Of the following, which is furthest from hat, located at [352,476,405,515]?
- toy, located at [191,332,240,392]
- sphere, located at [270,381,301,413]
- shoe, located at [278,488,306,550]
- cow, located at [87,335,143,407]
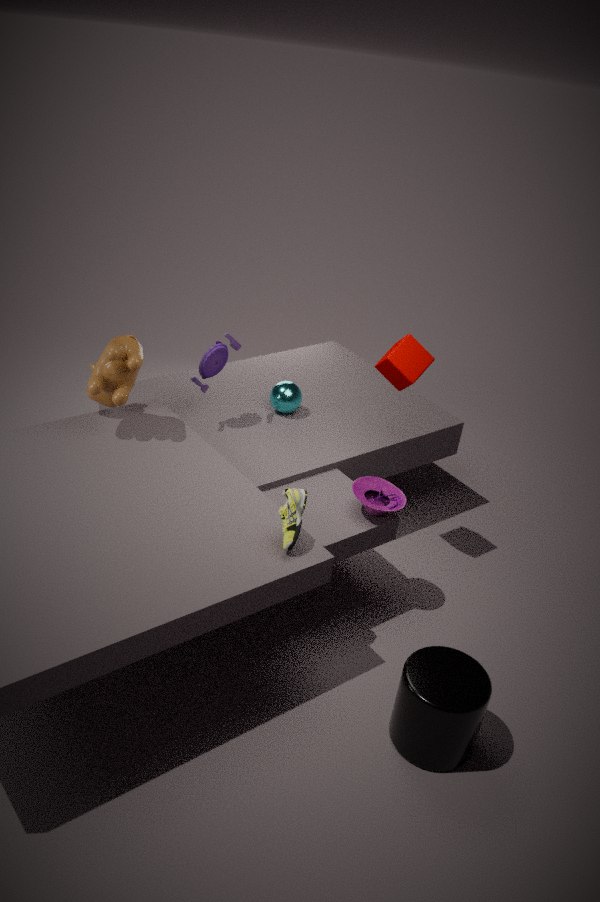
cow, located at [87,335,143,407]
